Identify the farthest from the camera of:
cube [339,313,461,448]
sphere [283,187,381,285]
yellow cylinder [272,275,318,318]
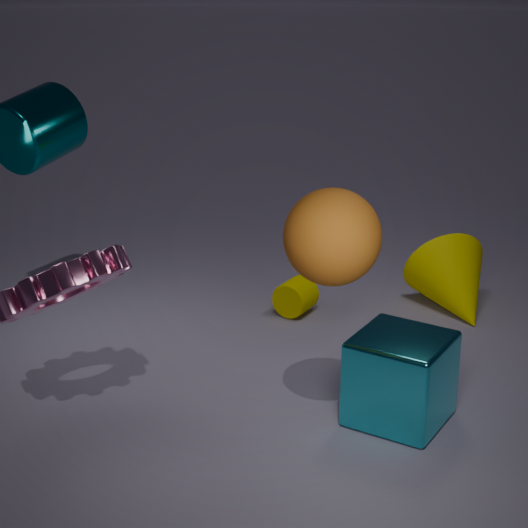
yellow cylinder [272,275,318,318]
